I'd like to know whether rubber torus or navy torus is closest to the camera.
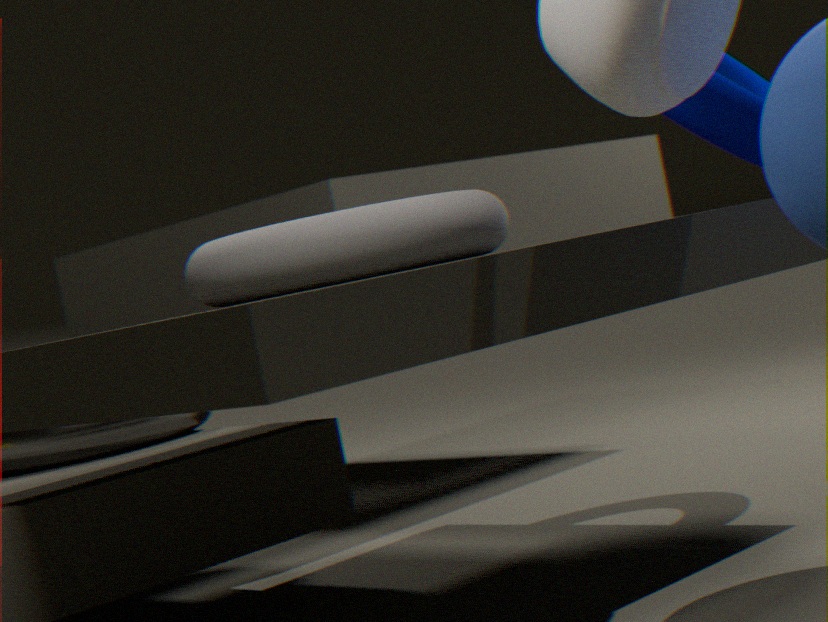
rubber torus
